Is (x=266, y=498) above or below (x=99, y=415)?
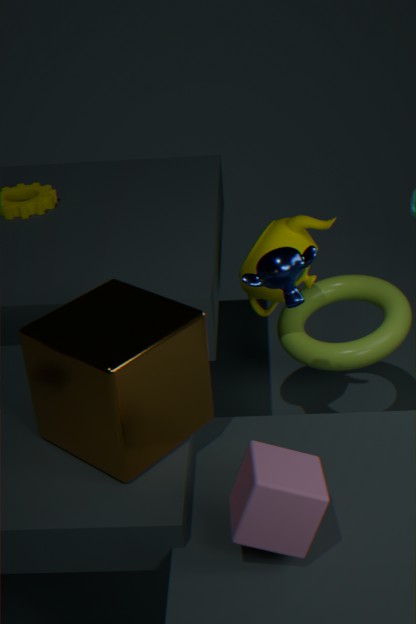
below
